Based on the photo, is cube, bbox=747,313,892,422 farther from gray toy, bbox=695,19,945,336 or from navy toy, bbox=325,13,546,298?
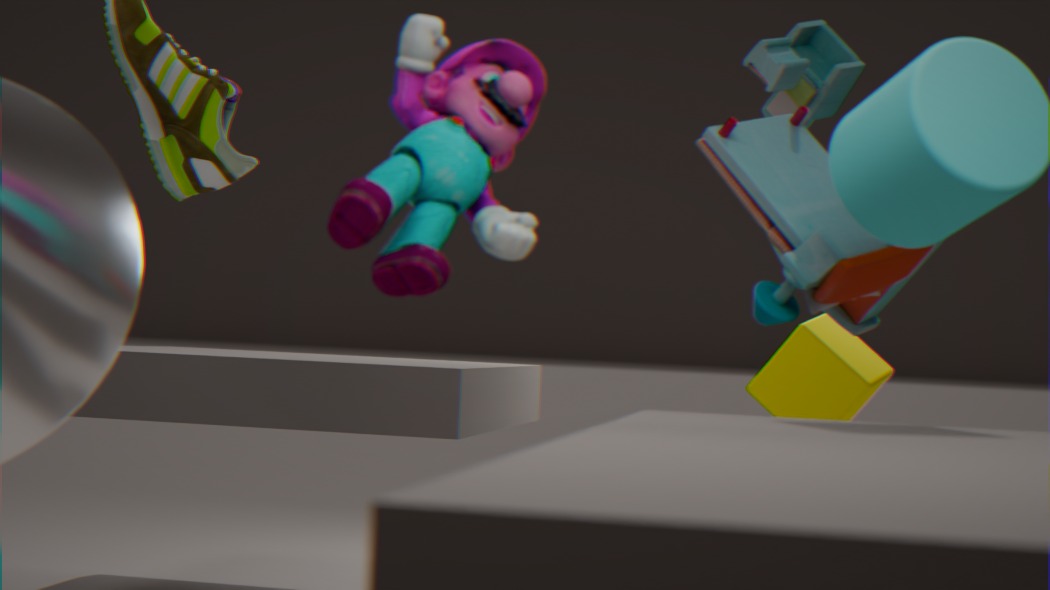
navy toy, bbox=325,13,546,298
